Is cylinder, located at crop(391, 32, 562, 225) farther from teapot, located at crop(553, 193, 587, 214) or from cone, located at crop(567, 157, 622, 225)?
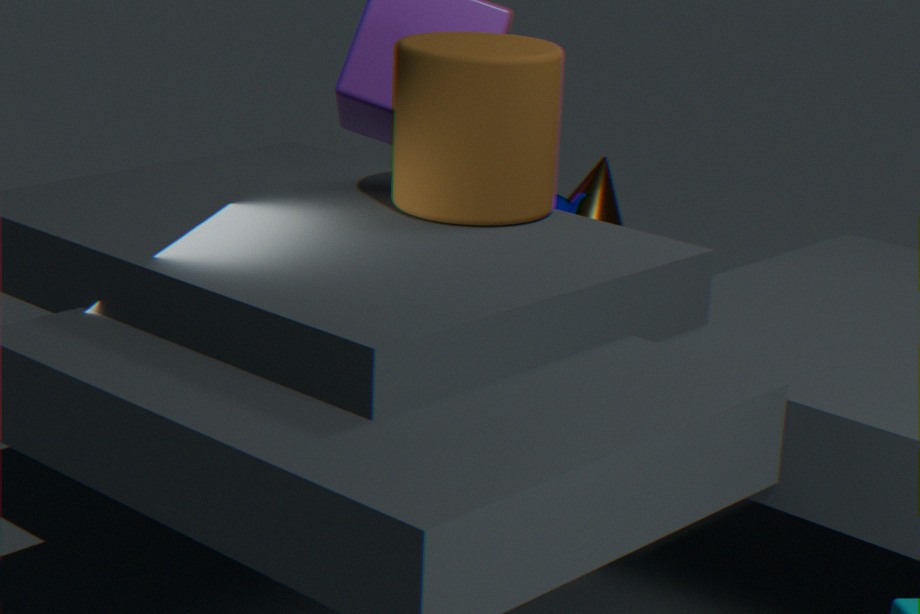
cone, located at crop(567, 157, 622, 225)
